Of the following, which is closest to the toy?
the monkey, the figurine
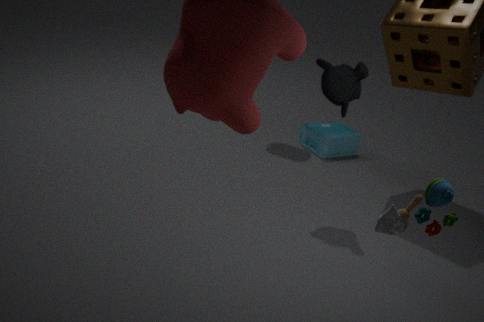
the monkey
